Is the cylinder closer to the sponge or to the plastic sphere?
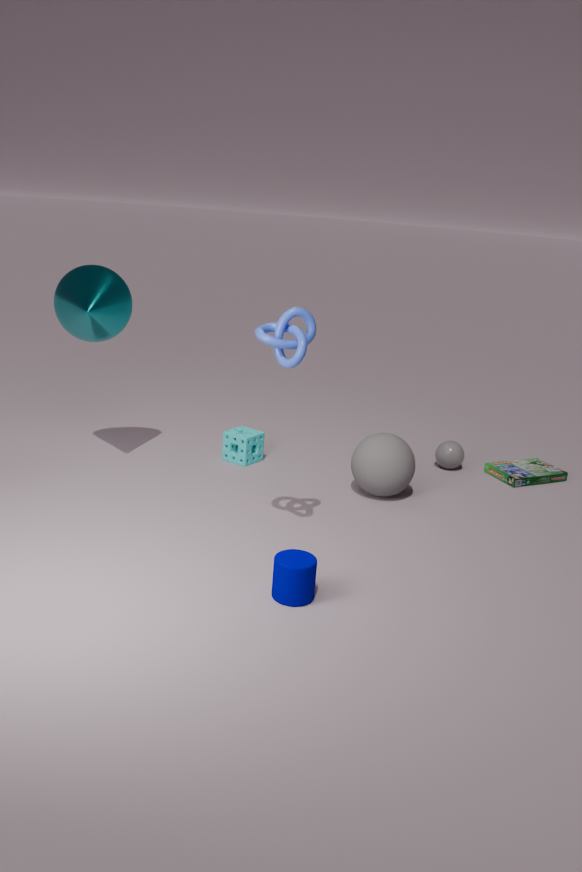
the sponge
